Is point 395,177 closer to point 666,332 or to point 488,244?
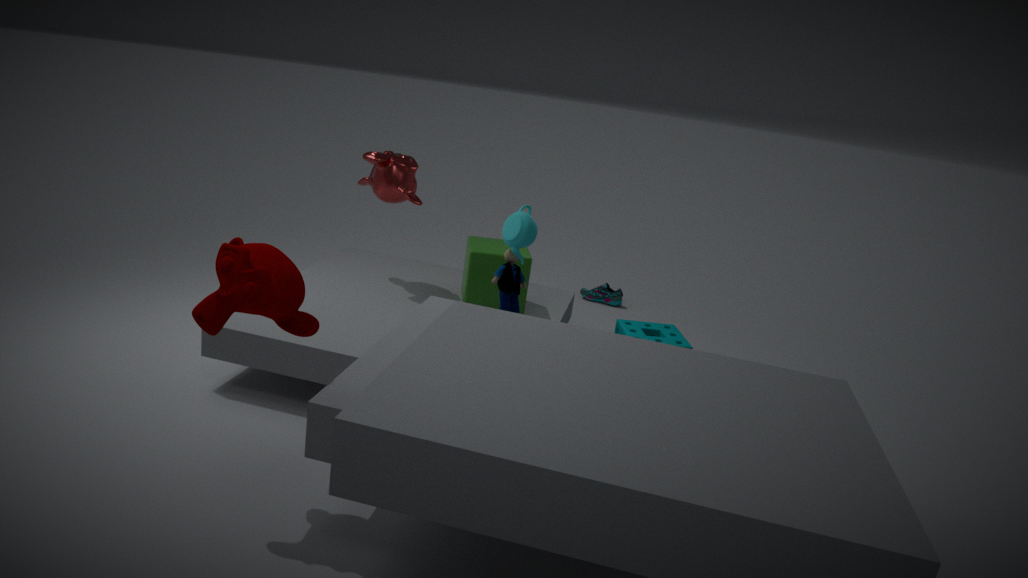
point 488,244
